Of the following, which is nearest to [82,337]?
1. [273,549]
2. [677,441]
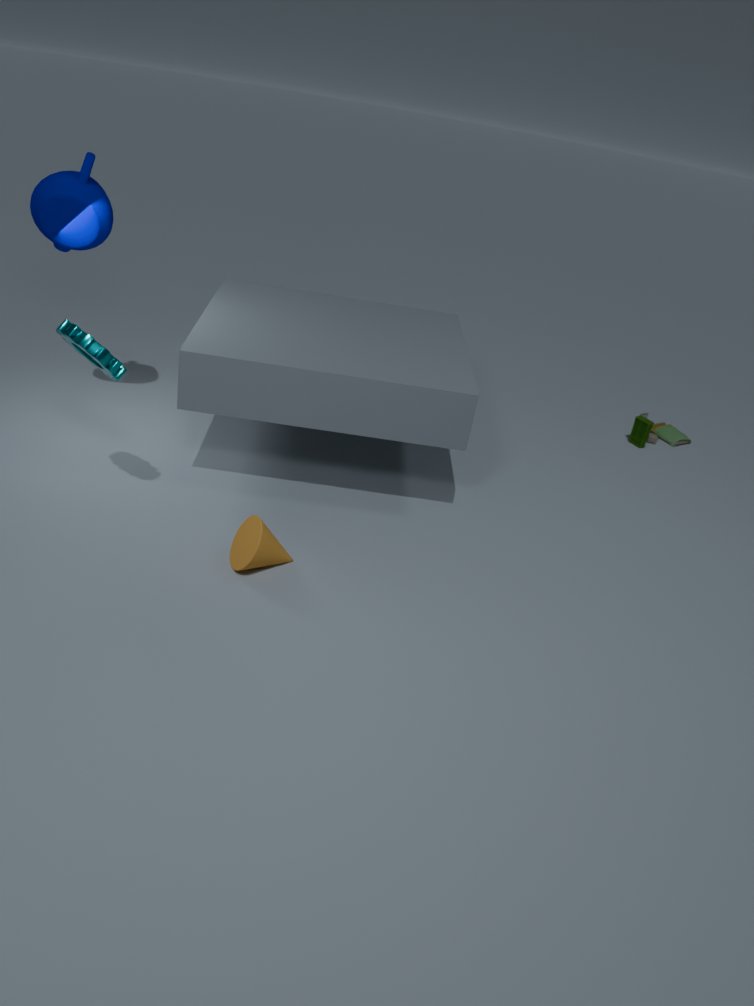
[273,549]
